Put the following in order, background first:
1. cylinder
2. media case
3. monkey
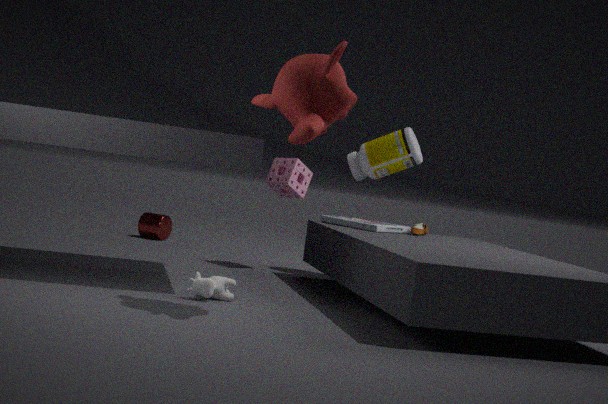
cylinder → media case → monkey
